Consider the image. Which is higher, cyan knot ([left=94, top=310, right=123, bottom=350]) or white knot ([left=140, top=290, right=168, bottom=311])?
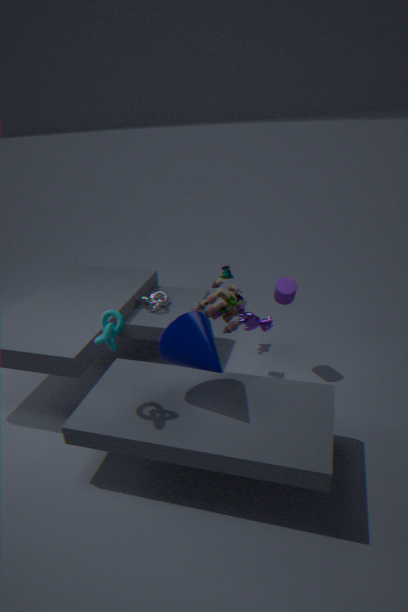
cyan knot ([left=94, top=310, right=123, bottom=350])
